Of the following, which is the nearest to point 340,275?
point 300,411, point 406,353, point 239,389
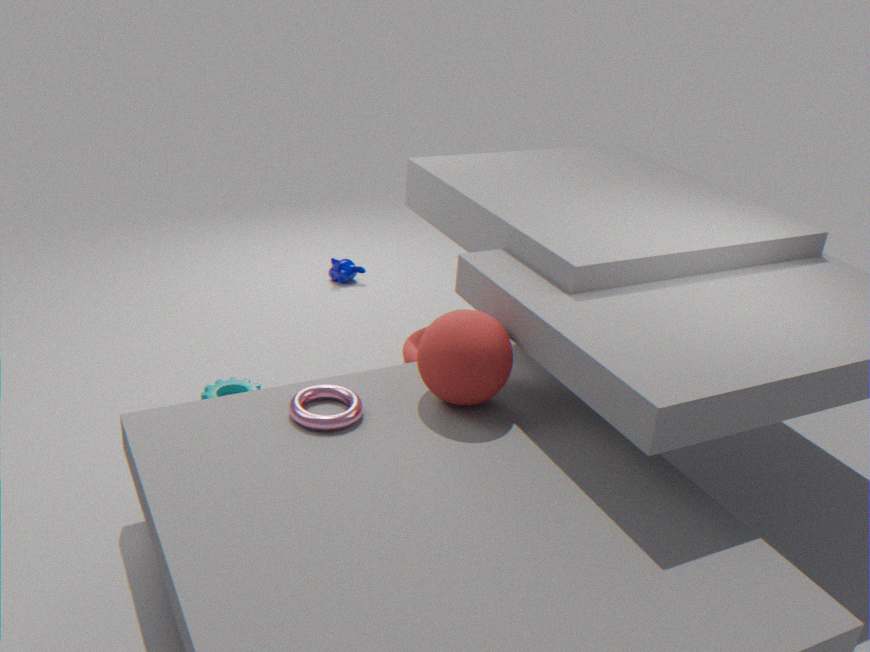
point 406,353
